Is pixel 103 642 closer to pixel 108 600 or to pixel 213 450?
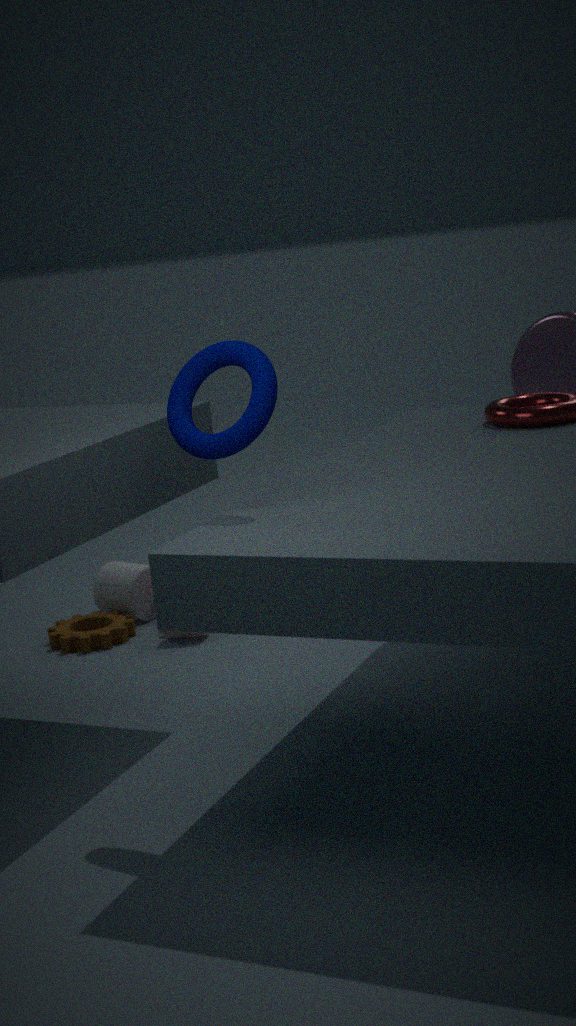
pixel 108 600
